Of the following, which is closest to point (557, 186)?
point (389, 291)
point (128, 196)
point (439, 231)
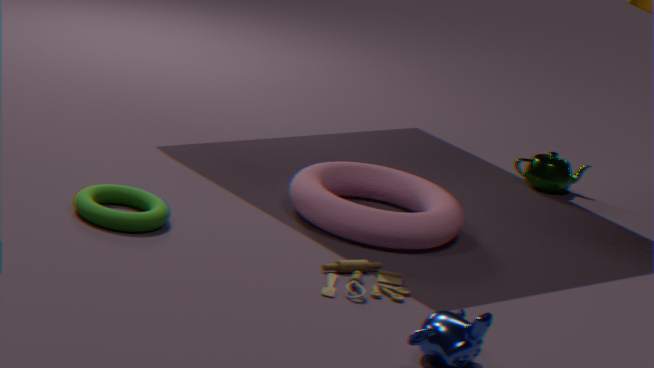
point (439, 231)
